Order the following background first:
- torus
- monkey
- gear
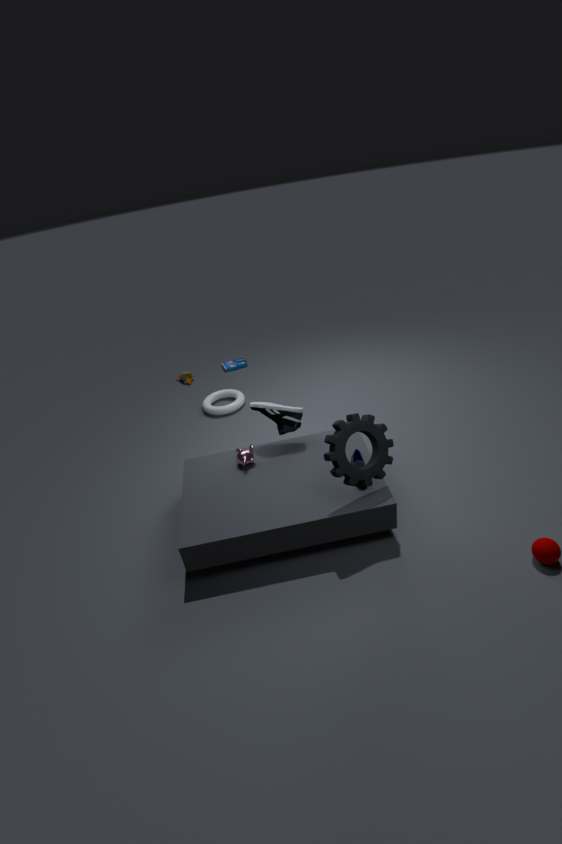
torus → monkey → gear
